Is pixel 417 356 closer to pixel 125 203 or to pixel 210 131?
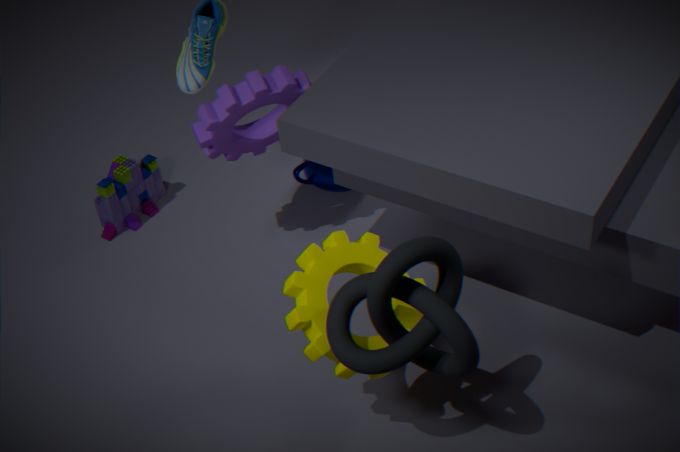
pixel 210 131
